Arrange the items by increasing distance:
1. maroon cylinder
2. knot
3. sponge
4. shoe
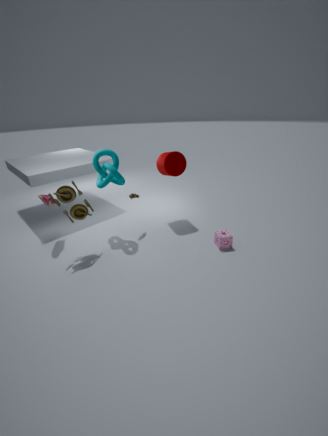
shoe < knot < sponge < maroon cylinder
